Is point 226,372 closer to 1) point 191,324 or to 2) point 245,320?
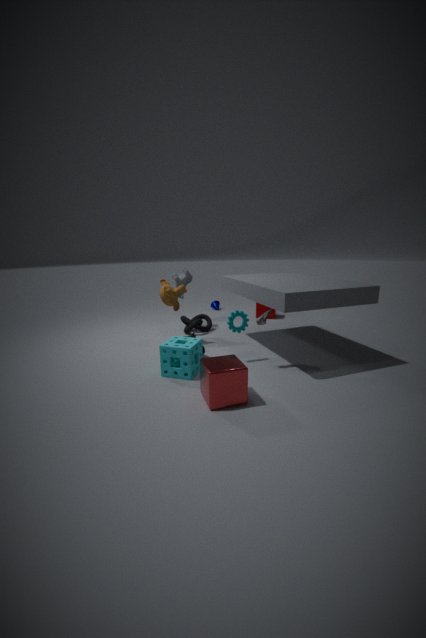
2) point 245,320
